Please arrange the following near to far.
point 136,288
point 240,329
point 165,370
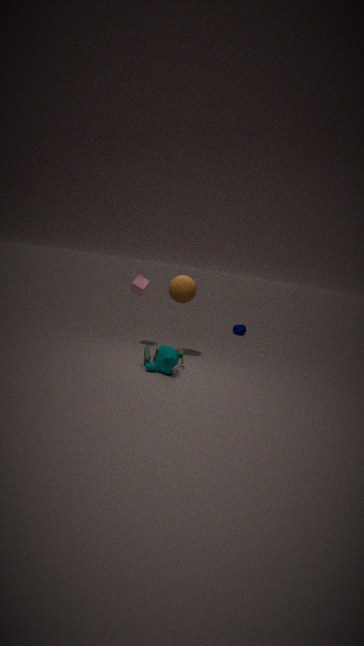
point 165,370, point 136,288, point 240,329
